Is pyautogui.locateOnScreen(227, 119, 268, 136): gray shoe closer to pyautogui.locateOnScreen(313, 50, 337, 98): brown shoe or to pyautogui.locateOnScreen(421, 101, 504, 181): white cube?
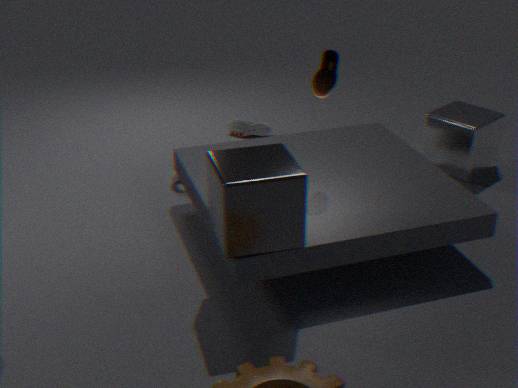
pyautogui.locateOnScreen(421, 101, 504, 181): white cube
